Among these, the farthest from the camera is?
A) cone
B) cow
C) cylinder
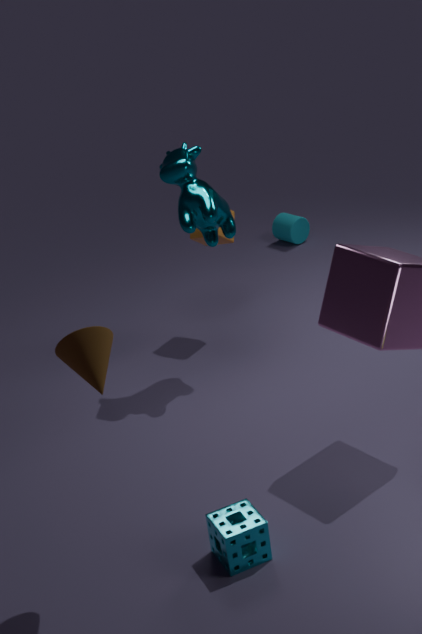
cylinder
